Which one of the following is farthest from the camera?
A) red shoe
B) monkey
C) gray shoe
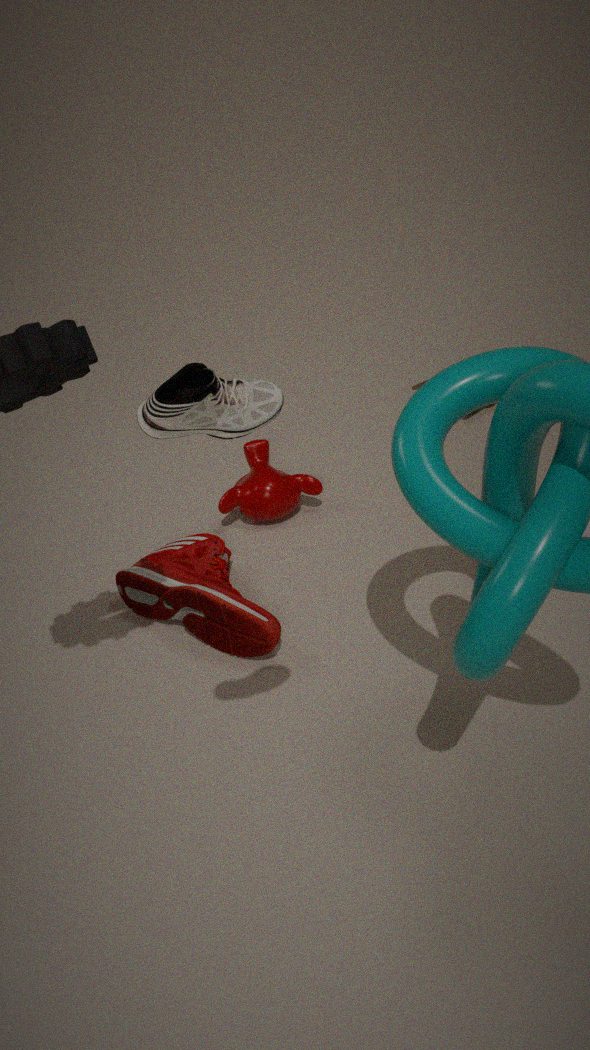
monkey
